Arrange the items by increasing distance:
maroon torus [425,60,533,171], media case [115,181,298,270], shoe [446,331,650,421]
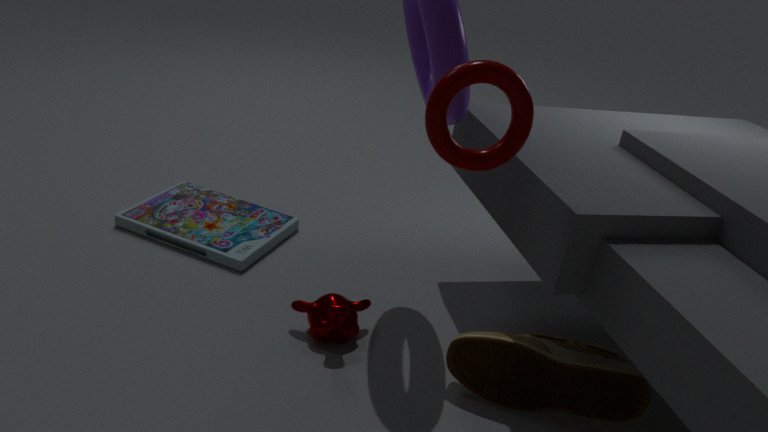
maroon torus [425,60,533,171] → shoe [446,331,650,421] → media case [115,181,298,270]
